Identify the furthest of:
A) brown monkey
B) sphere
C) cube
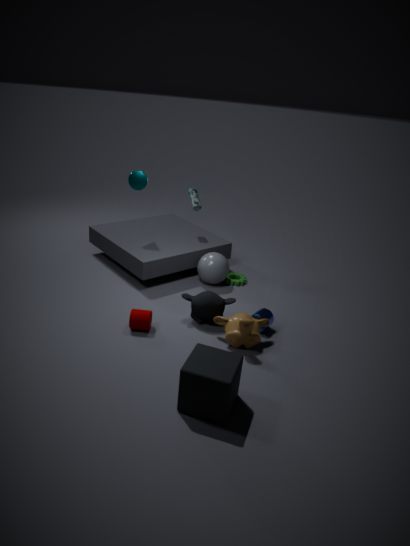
sphere
